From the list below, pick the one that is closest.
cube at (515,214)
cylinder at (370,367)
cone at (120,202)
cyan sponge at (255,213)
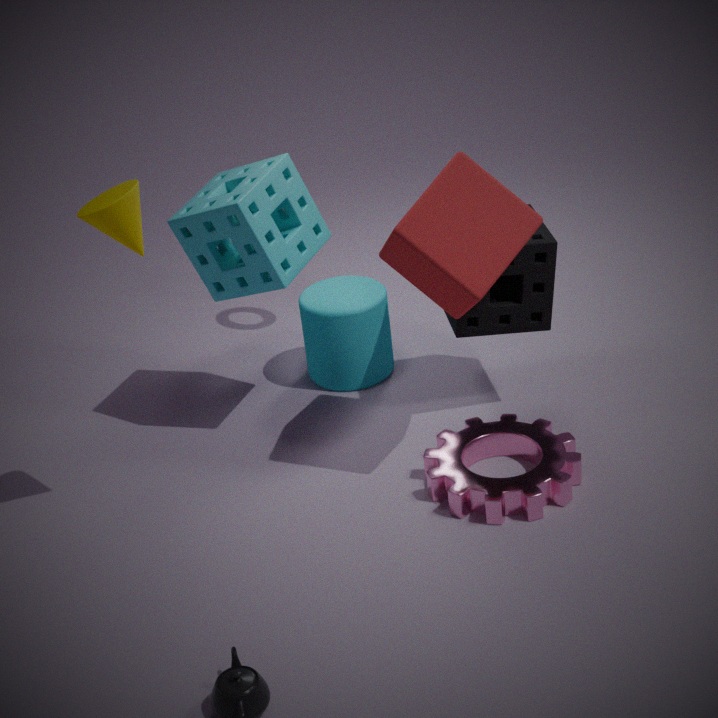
cone at (120,202)
